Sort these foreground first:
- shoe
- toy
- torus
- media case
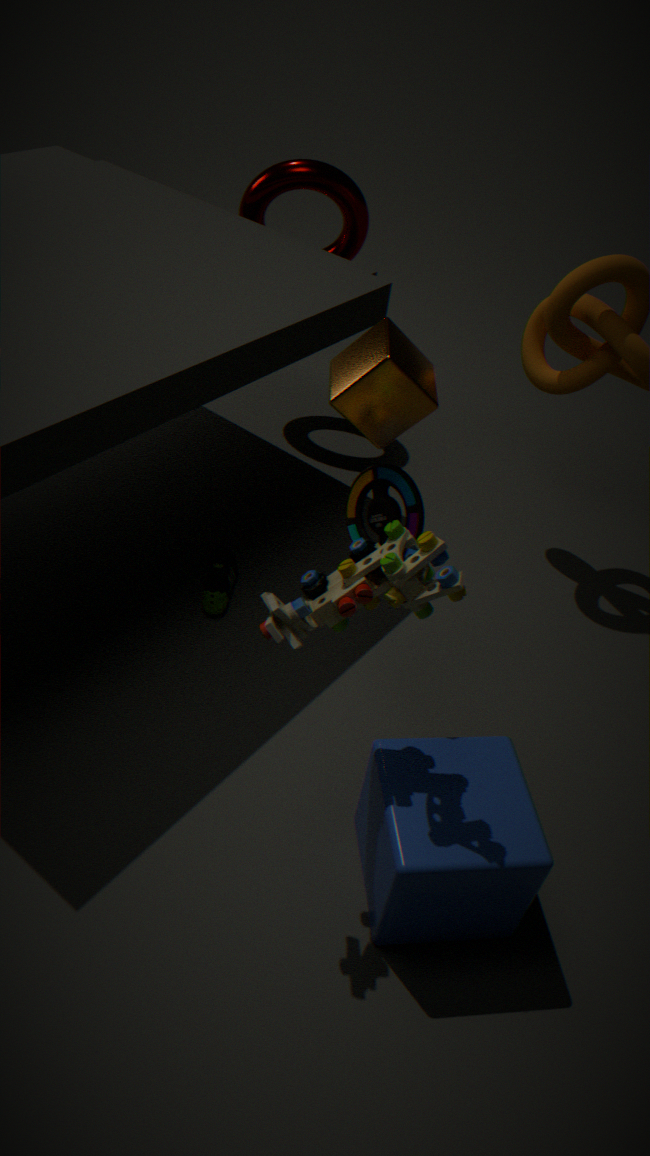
toy → media case → shoe → torus
